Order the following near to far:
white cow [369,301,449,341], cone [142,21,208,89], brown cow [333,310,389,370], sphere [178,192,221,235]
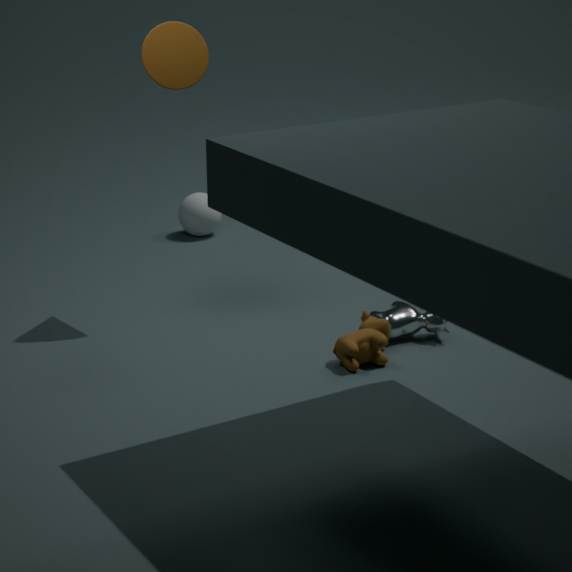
brown cow [333,310,389,370], cone [142,21,208,89], white cow [369,301,449,341], sphere [178,192,221,235]
